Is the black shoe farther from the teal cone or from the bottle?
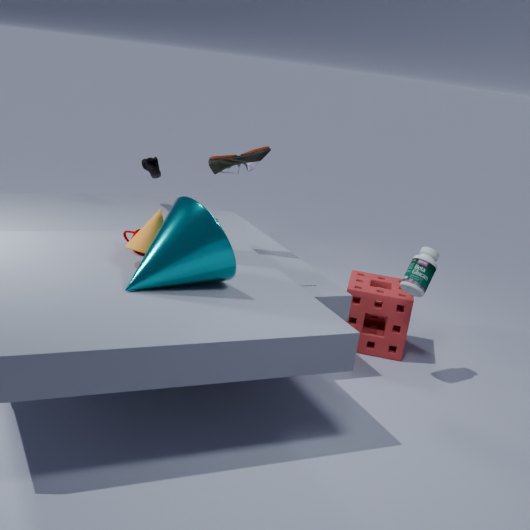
the bottle
